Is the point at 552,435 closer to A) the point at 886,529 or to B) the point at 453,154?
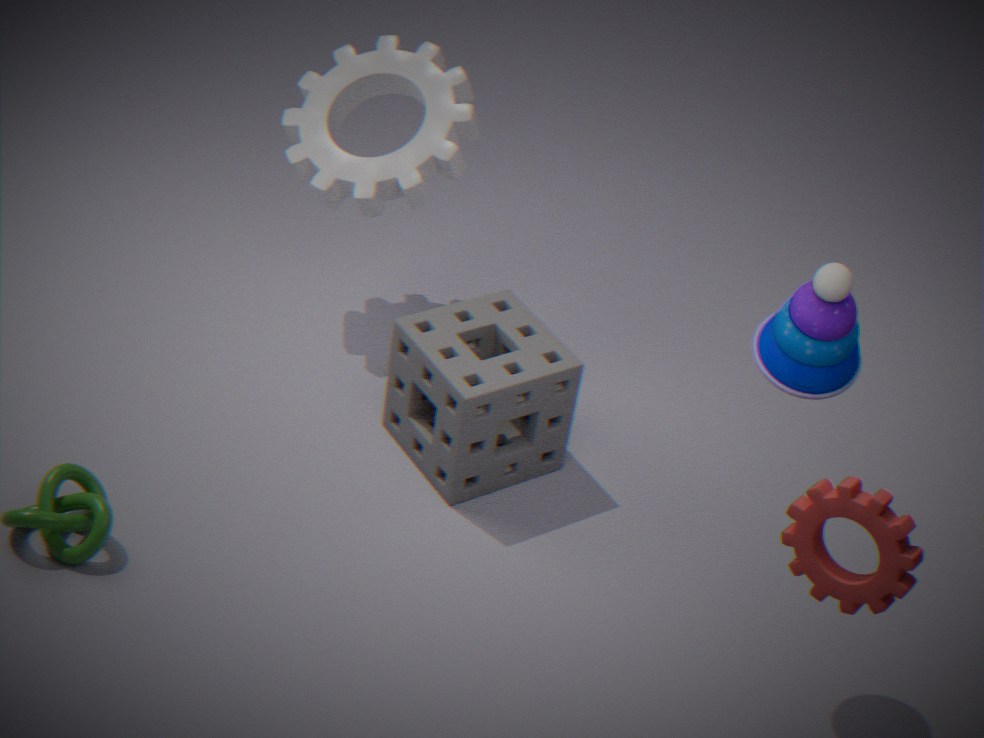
B) the point at 453,154
